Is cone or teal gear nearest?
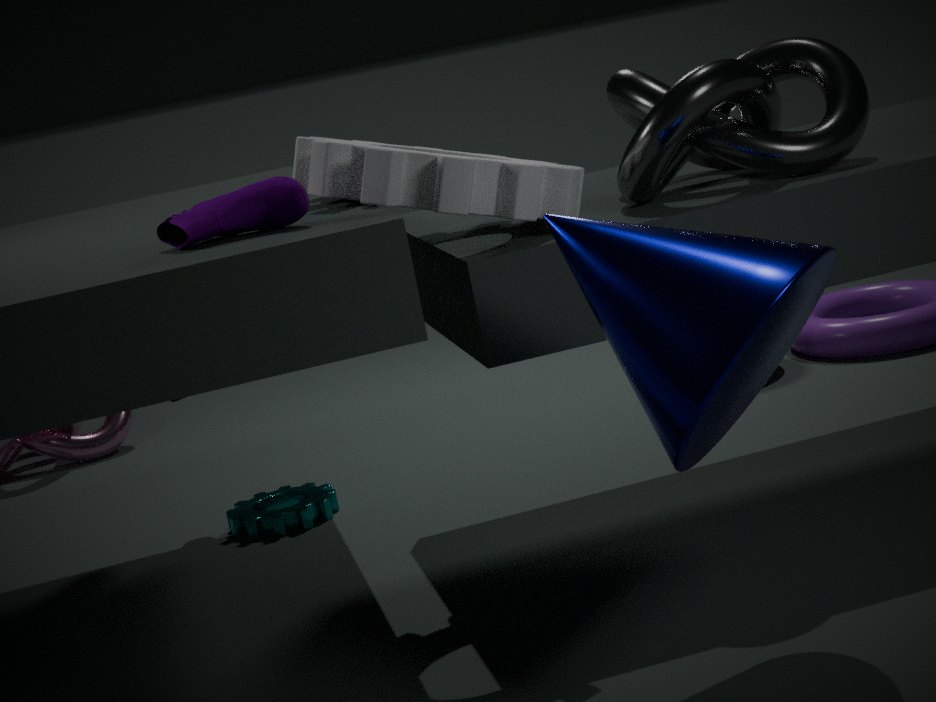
cone
